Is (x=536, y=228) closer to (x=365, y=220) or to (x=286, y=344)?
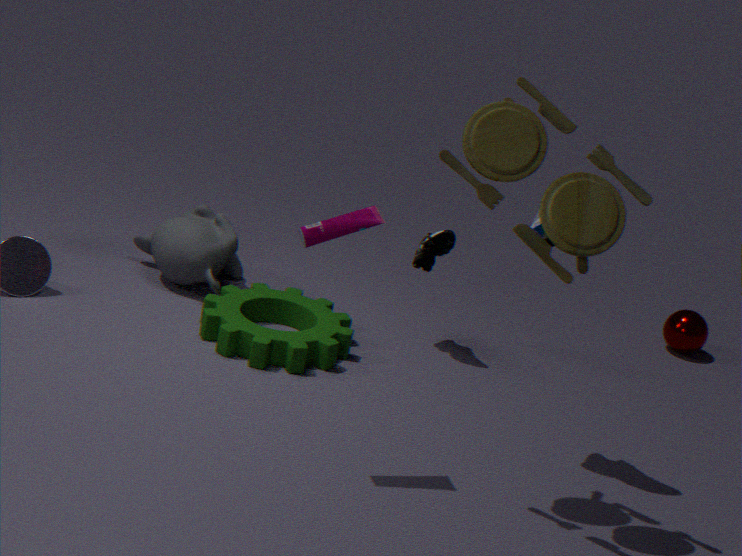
(x=365, y=220)
